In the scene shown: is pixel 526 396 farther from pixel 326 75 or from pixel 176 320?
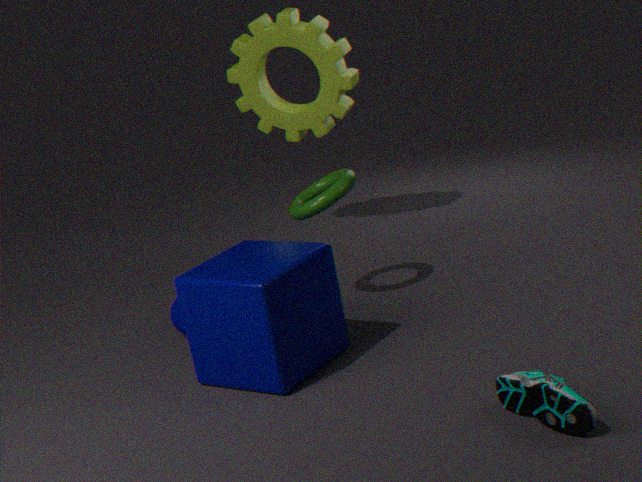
pixel 326 75
